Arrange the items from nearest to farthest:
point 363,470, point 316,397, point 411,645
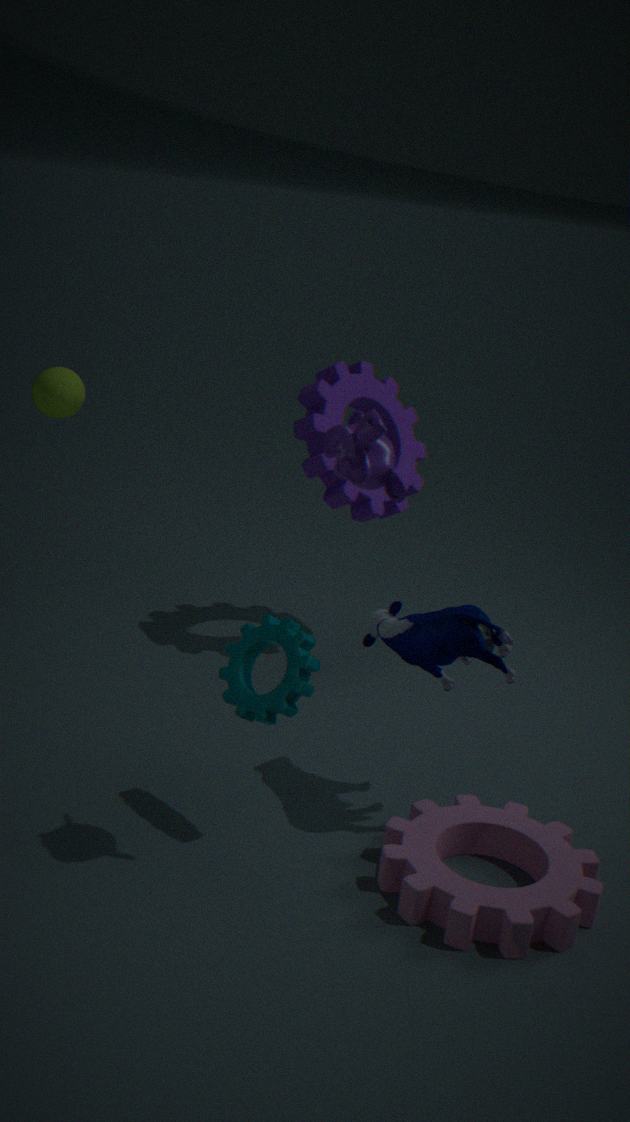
point 363,470, point 411,645, point 316,397
